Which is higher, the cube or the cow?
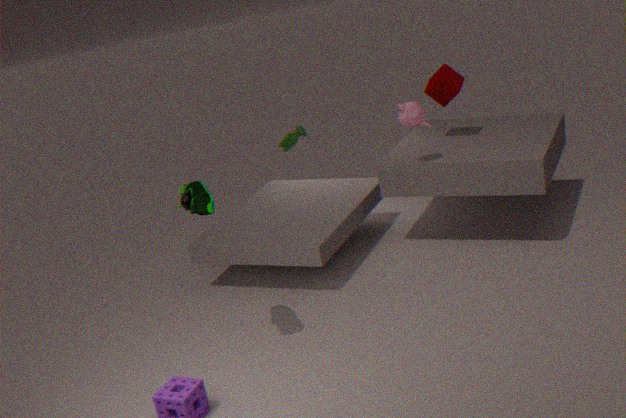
the cube
